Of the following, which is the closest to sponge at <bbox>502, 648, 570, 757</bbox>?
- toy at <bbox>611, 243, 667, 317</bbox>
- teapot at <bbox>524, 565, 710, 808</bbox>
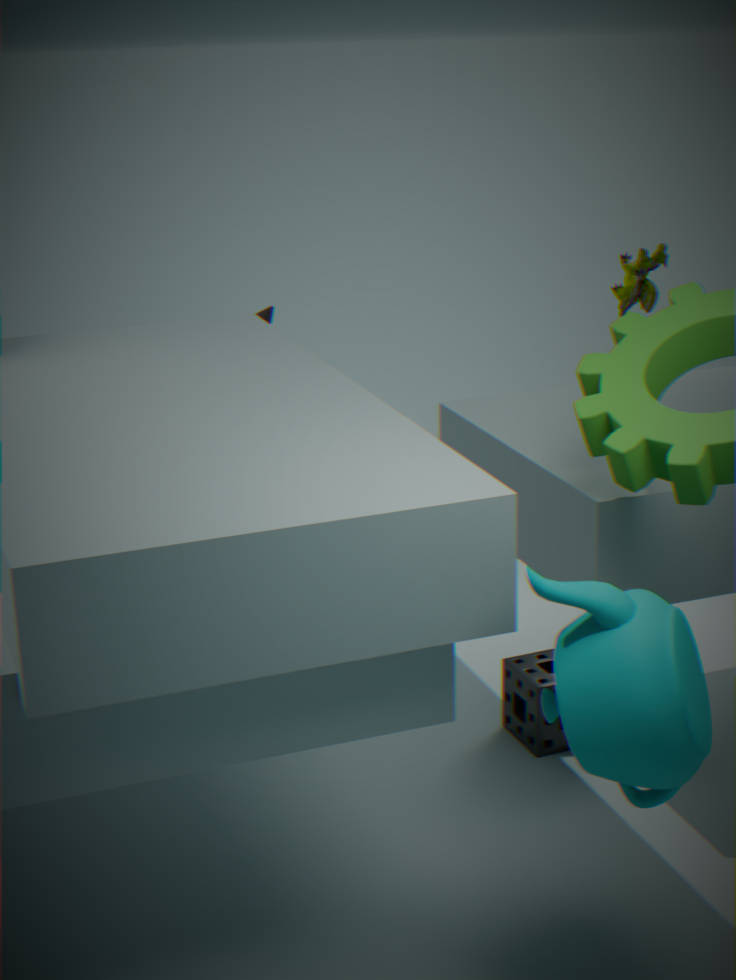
teapot at <bbox>524, 565, 710, 808</bbox>
